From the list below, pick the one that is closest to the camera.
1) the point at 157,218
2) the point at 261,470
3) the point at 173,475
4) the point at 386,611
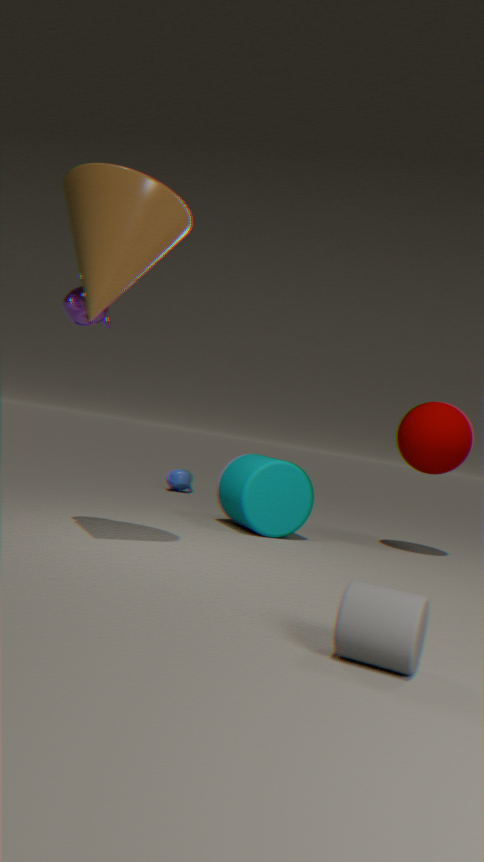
4. the point at 386,611
